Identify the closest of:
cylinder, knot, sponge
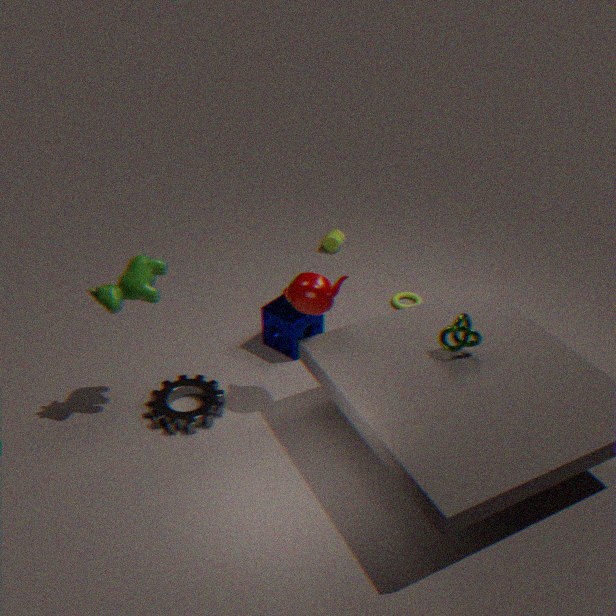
knot
